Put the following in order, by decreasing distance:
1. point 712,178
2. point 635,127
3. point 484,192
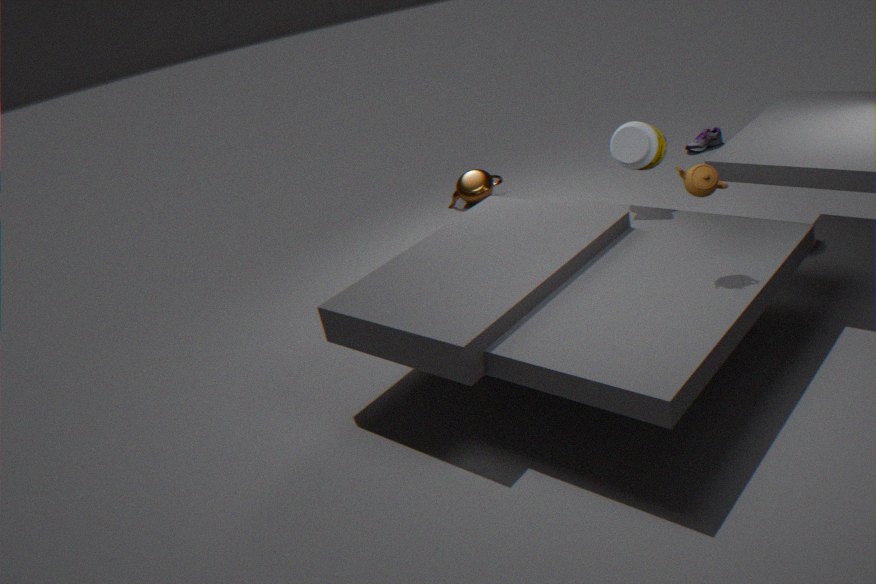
point 484,192 < point 635,127 < point 712,178
